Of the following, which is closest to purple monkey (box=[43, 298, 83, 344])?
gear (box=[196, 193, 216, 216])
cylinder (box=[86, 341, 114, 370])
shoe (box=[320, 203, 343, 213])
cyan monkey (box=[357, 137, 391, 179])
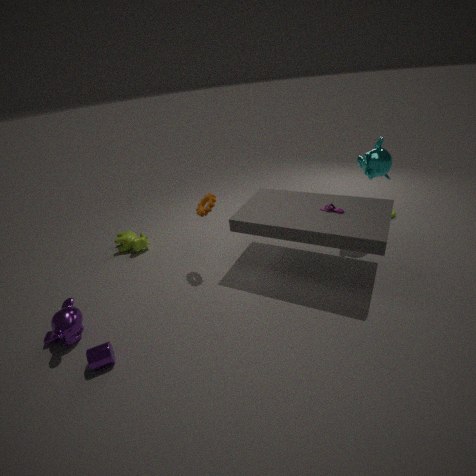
cylinder (box=[86, 341, 114, 370])
